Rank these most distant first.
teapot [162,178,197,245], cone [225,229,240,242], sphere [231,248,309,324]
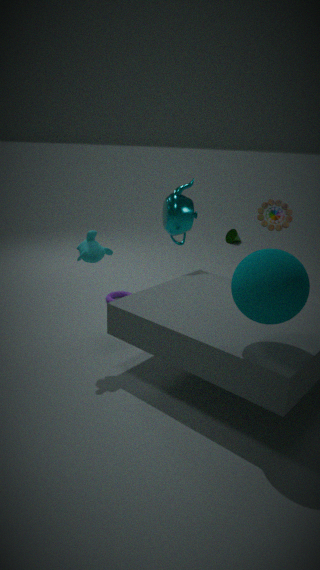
1. cone [225,229,240,242]
2. teapot [162,178,197,245]
3. sphere [231,248,309,324]
